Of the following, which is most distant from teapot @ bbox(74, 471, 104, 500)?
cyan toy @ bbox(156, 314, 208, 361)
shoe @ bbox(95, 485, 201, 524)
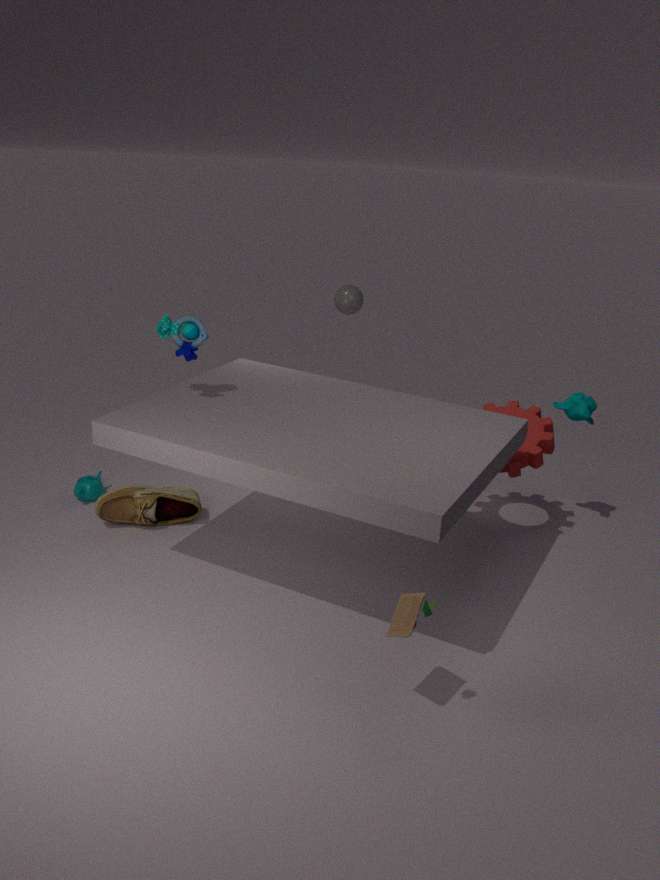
cyan toy @ bbox(156, 314, 208, 361)
